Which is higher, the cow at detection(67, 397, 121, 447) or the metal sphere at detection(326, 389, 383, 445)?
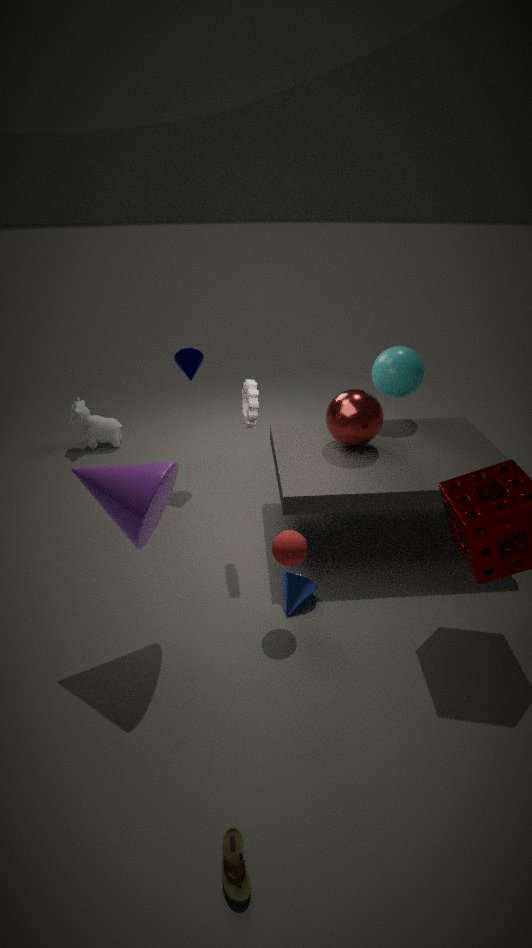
the metal sphere at detection(326, 389, 383, 445)
